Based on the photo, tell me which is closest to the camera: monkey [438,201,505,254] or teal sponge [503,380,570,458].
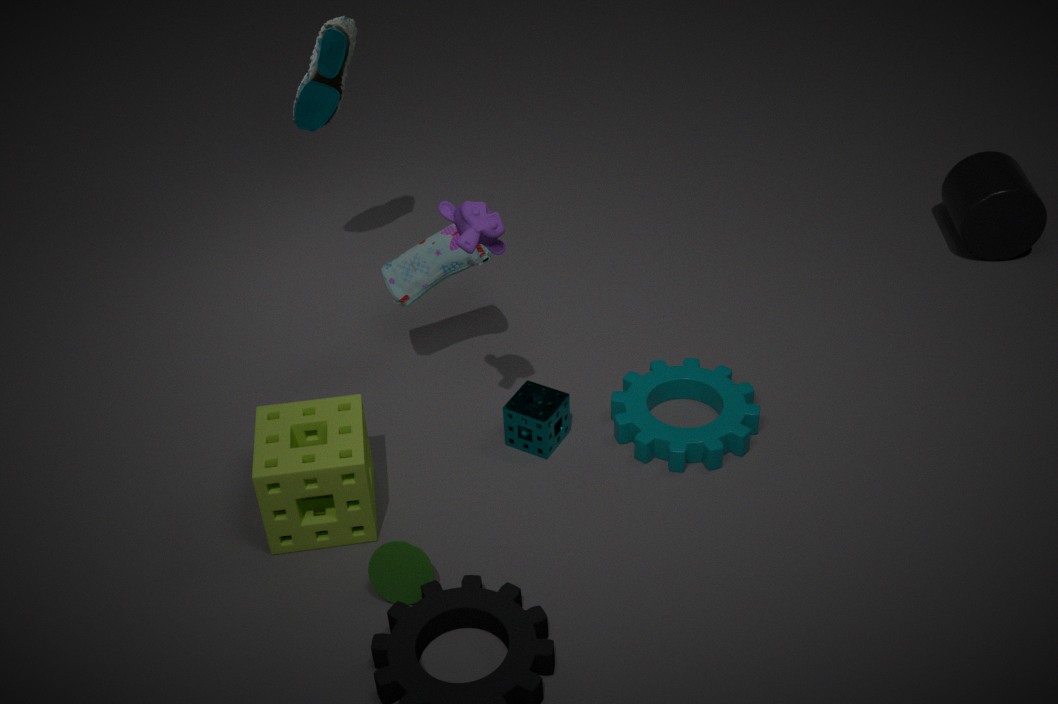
monkey [438,201,505,254]
